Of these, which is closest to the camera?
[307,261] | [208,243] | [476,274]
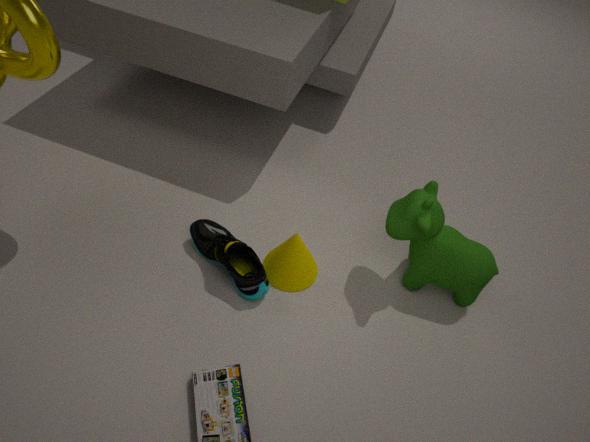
[476,274]
